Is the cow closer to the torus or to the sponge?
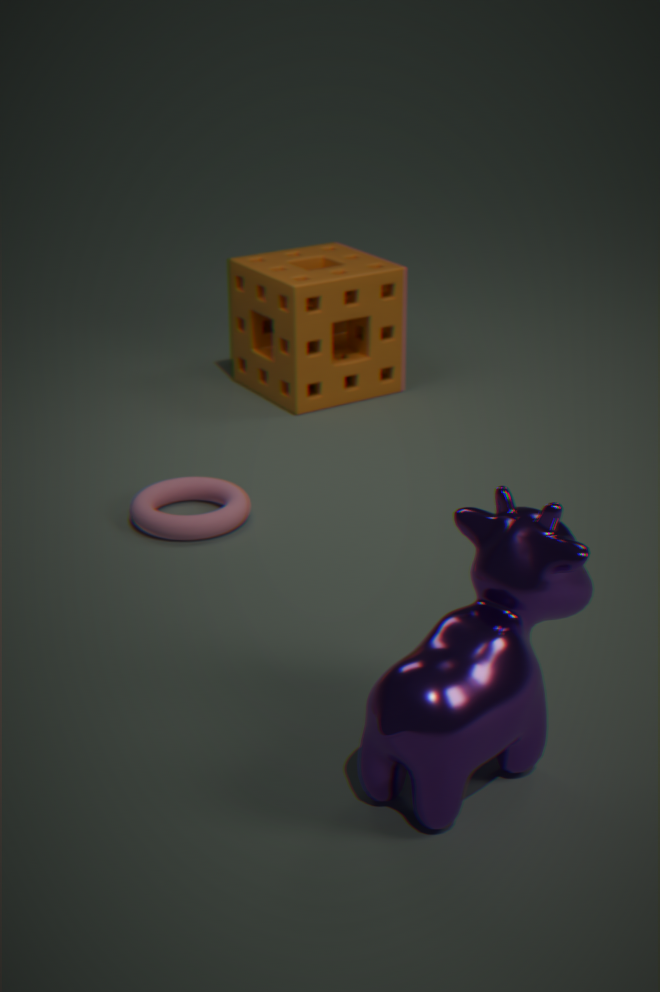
the torus
